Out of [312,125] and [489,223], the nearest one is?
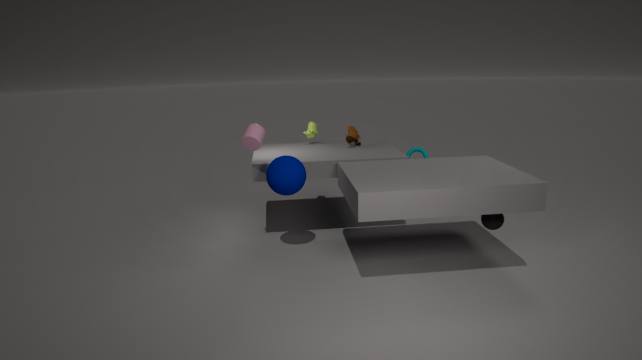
[489,223]
